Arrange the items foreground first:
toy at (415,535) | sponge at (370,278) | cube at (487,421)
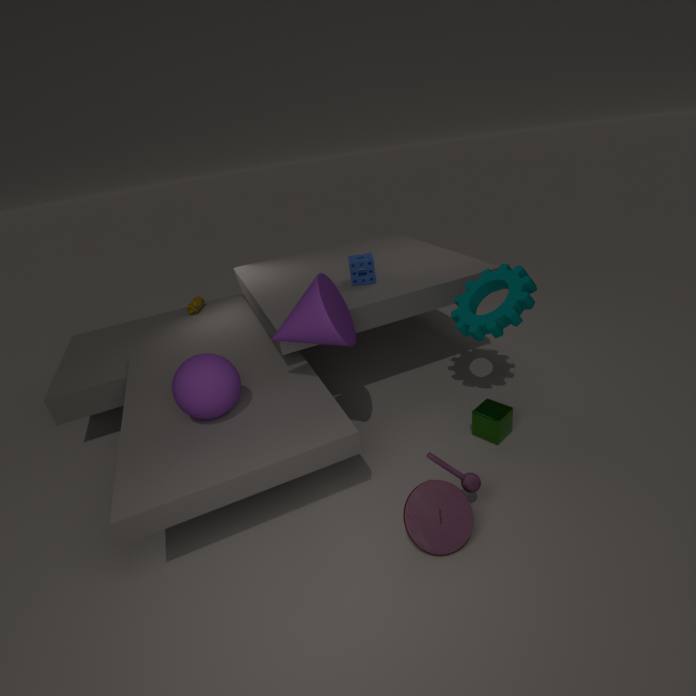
toy at (415,535), cube at (487,421), sponge at (370,278)
